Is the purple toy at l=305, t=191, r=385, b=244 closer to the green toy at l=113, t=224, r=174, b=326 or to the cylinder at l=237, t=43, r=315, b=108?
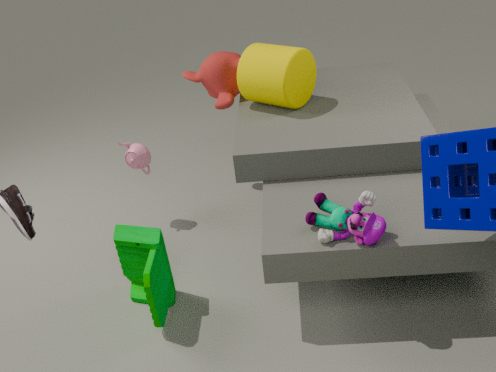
the green toy at l=113, t=224, r=174, b=326
